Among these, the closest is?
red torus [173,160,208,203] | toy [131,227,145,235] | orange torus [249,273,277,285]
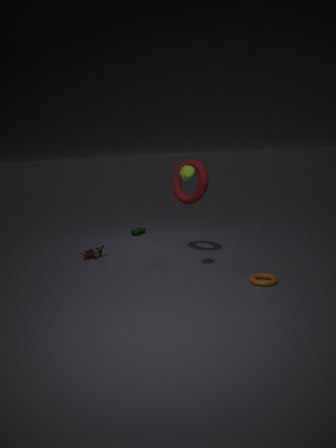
orange torus [249,273,277,285]
